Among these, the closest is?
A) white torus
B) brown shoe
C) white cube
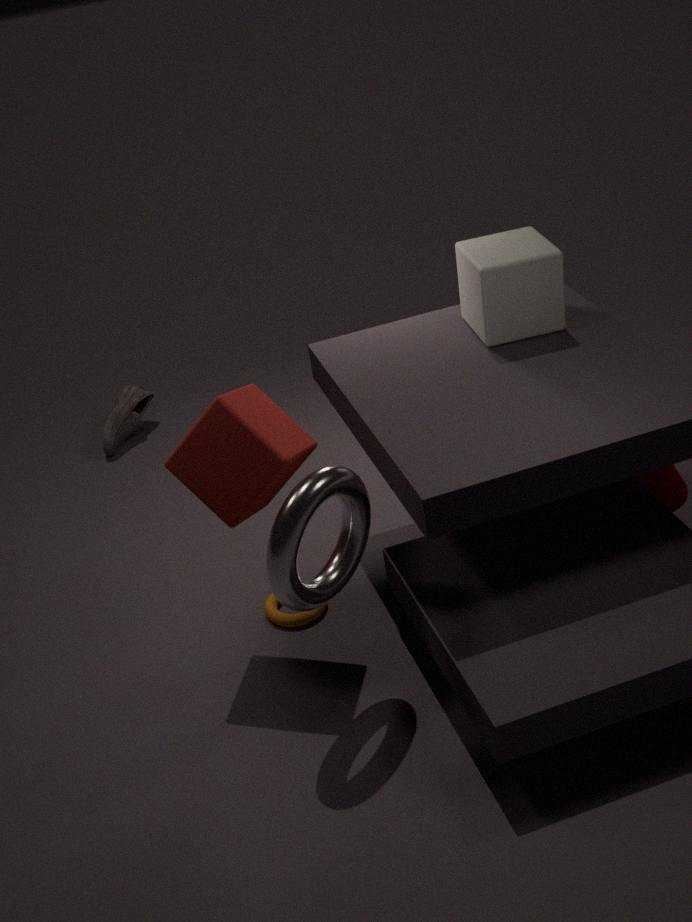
white torus
